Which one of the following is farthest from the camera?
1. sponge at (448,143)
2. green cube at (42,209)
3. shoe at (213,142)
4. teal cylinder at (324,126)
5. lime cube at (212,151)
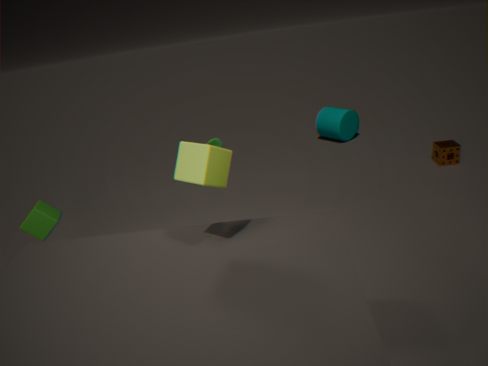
teal cylinder at (324,126)
